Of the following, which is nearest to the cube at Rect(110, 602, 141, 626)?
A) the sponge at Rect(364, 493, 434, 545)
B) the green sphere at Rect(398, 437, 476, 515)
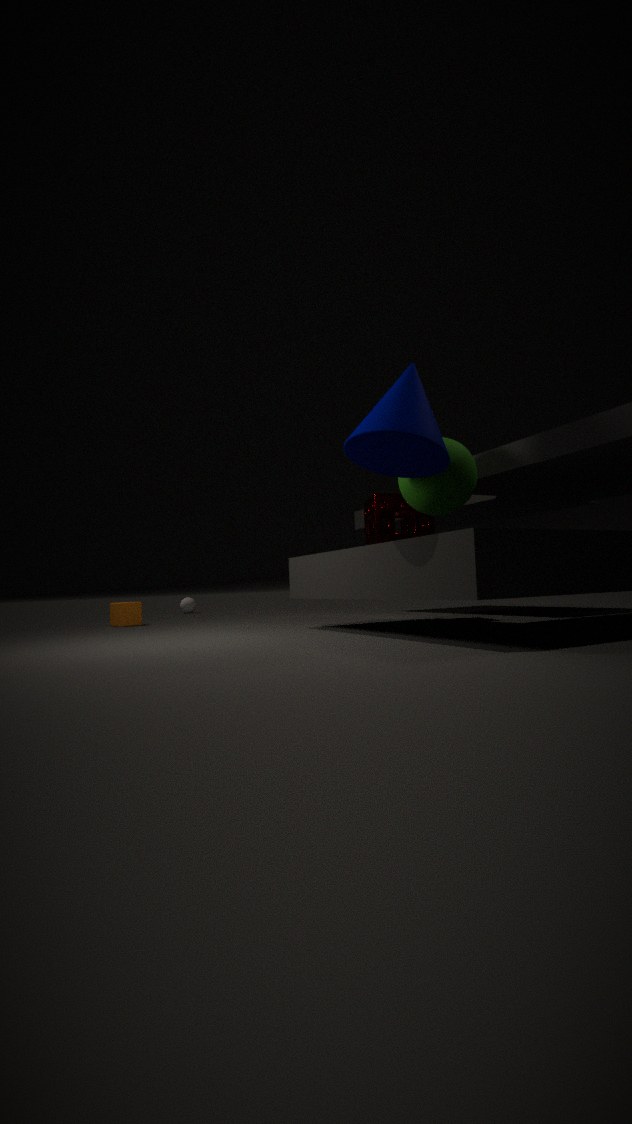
the sponge at Rect(364, 493, 434, 545)
